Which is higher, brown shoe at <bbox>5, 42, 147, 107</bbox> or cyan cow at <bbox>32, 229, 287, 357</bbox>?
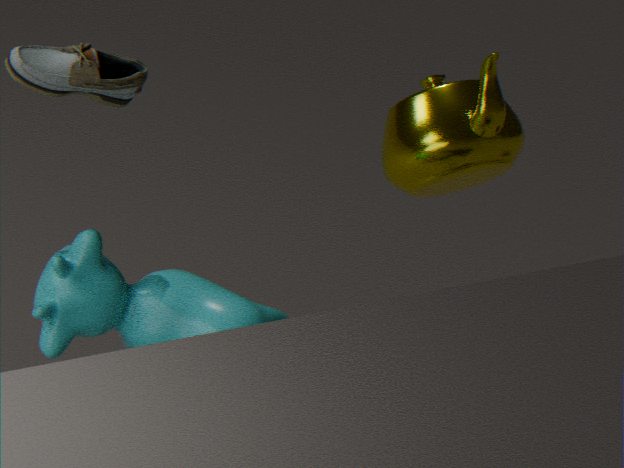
brown shoe at <bbox>5, 42, 147, 107</bbox>
